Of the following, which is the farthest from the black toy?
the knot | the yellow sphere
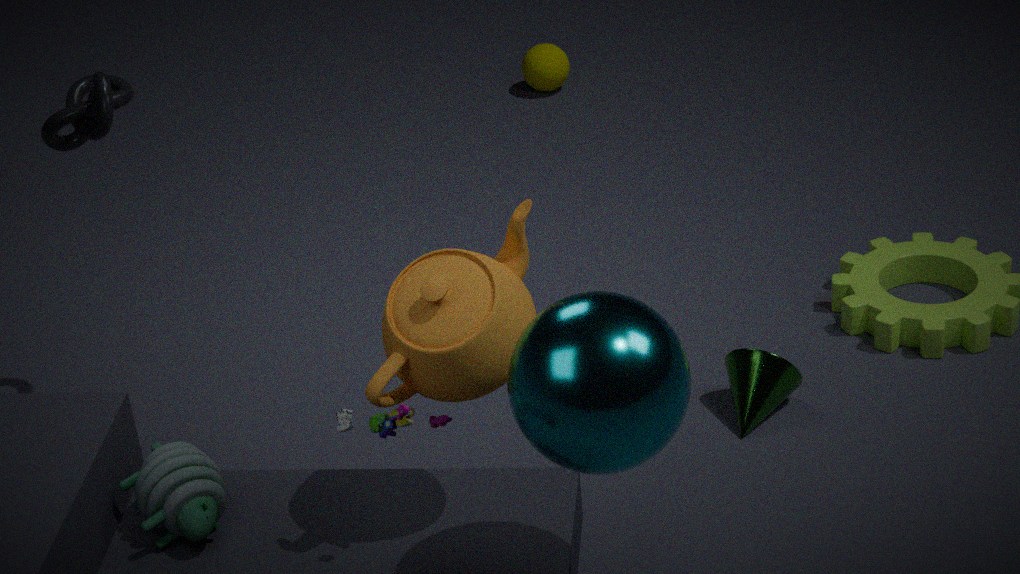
the yellow sphere
